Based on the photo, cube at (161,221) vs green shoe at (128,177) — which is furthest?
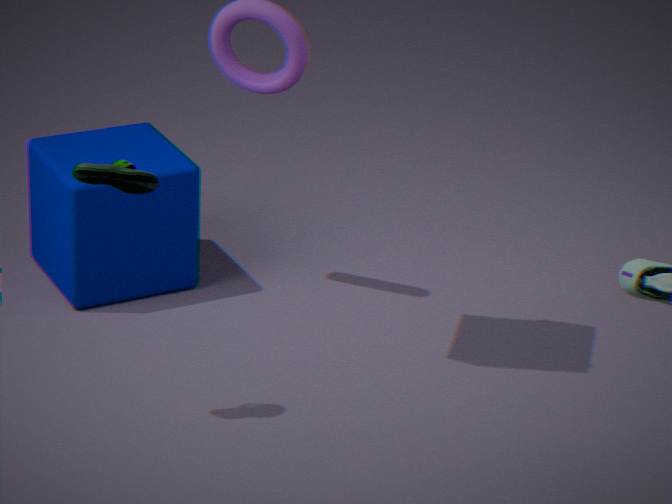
cube at (161,221)
